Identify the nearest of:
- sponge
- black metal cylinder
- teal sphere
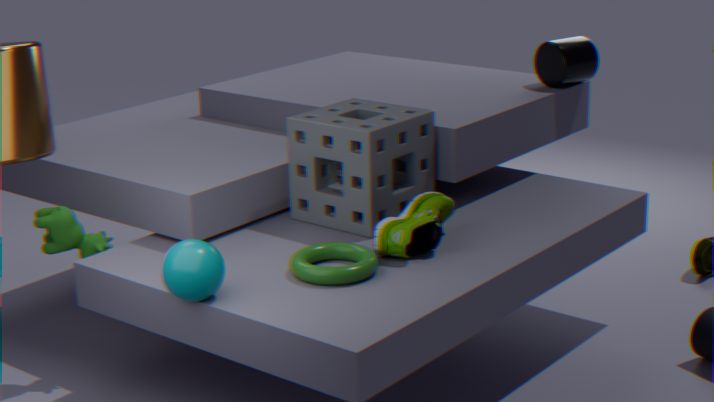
teal sphere
